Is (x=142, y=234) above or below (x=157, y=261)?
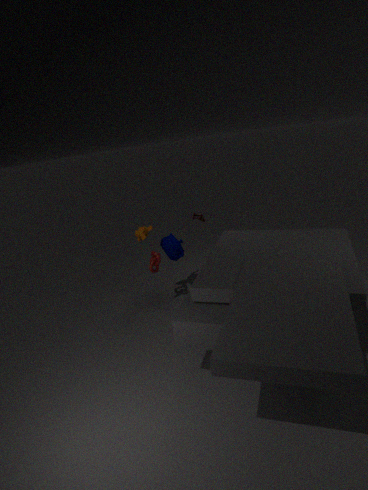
above
